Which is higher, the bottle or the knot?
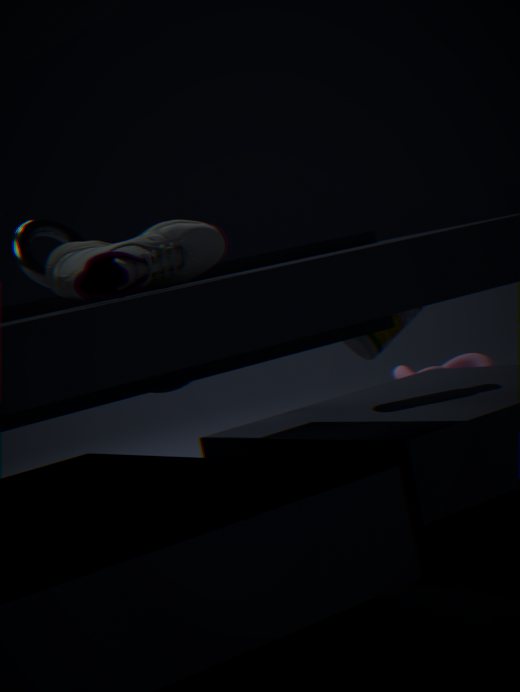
the bottle
